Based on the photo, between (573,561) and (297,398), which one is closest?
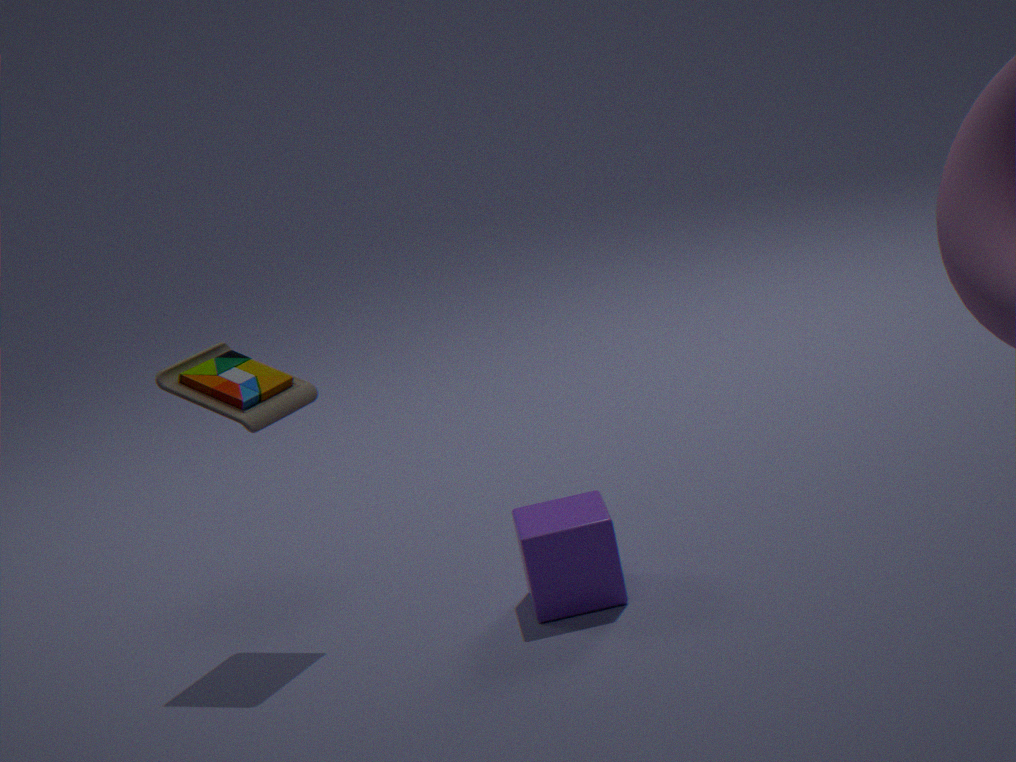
(573,561)
